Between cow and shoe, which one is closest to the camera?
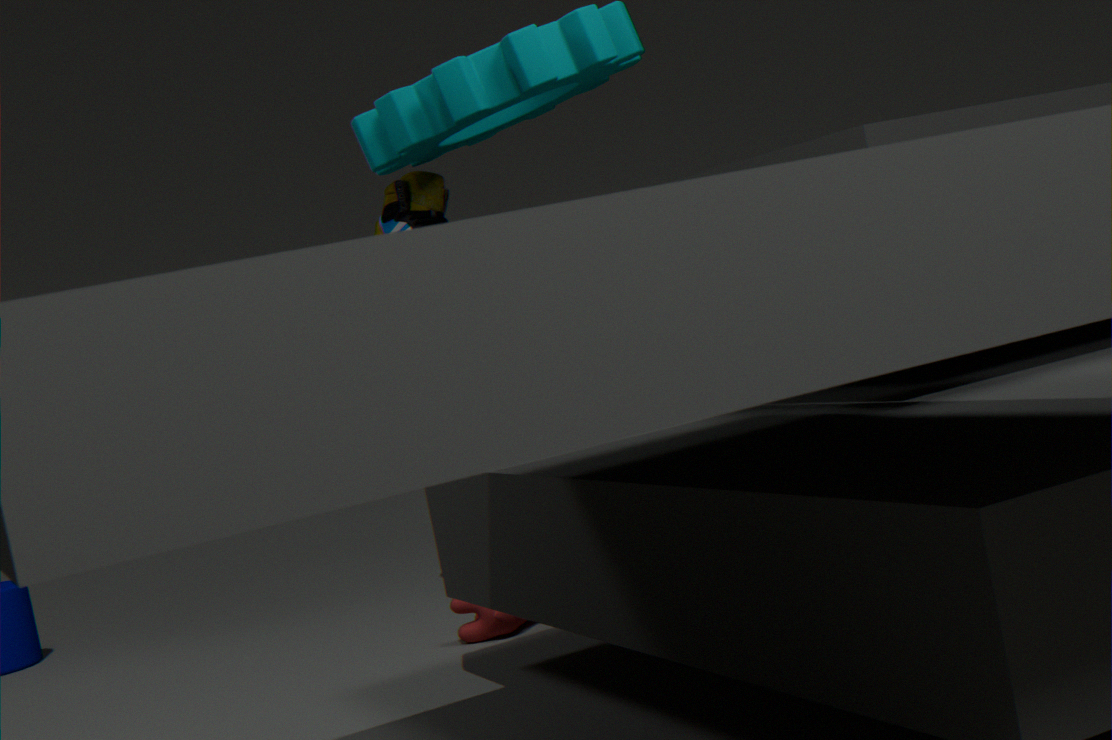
cow
